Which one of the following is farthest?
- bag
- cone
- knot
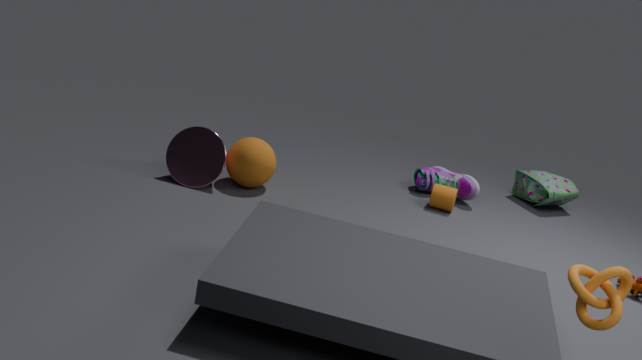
bag
